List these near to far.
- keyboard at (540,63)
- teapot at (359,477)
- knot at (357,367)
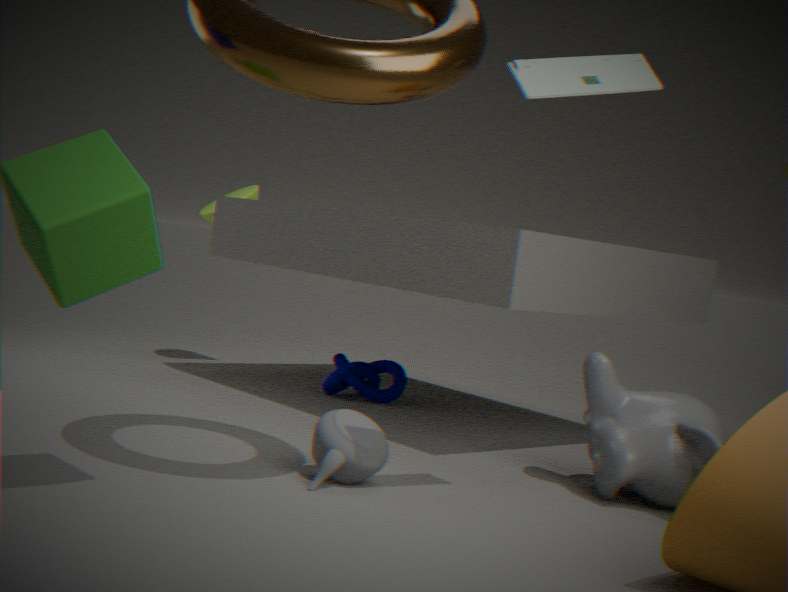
1. keyboard at (540,63)
2. teapot at (359,477)
3. knot at (357,367)
